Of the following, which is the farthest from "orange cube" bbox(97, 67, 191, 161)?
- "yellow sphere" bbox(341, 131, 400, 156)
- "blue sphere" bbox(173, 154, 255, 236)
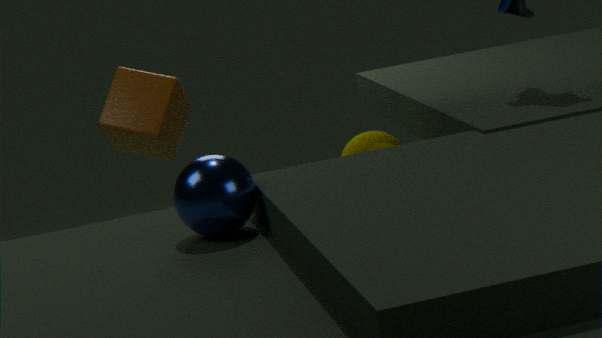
"blue sphere" bbox(173, 154, 255, 236)
